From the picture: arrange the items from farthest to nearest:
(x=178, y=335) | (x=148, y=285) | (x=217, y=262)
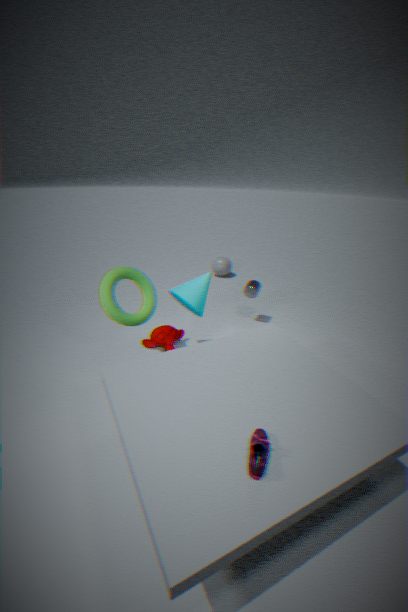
(x=217, y=262) < (x=178, y=335) < (x=148, y=285)
